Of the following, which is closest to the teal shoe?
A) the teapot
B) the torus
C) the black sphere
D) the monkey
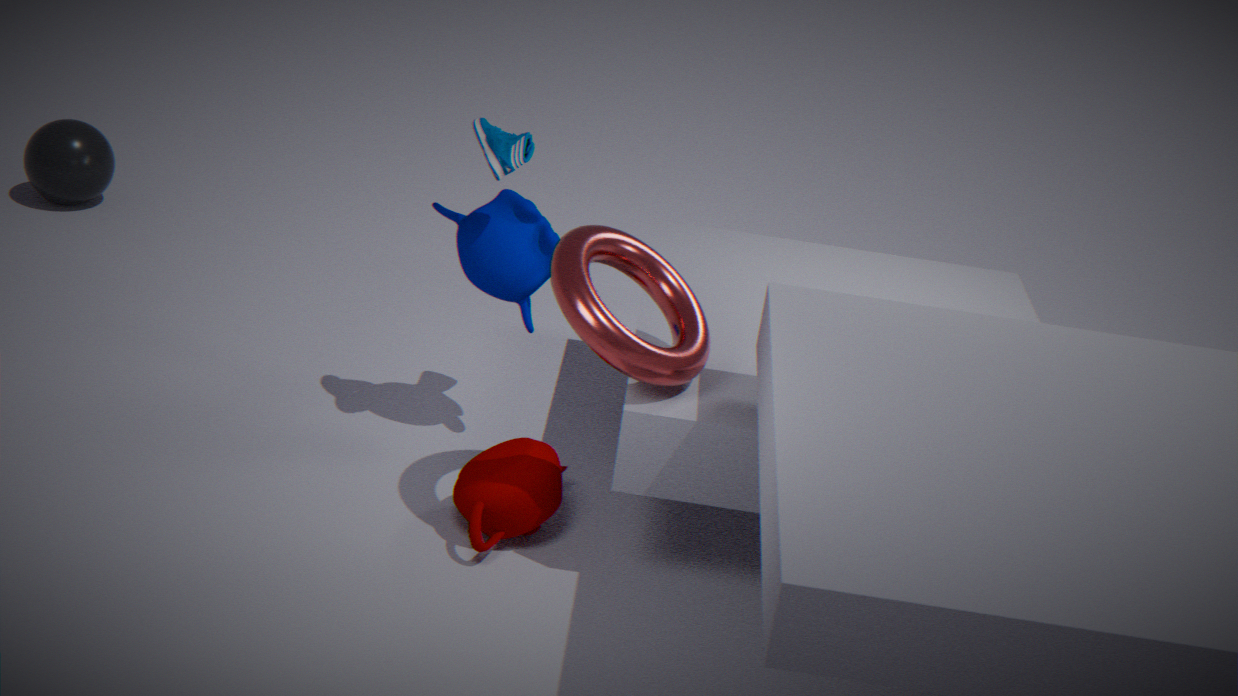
the monkey
